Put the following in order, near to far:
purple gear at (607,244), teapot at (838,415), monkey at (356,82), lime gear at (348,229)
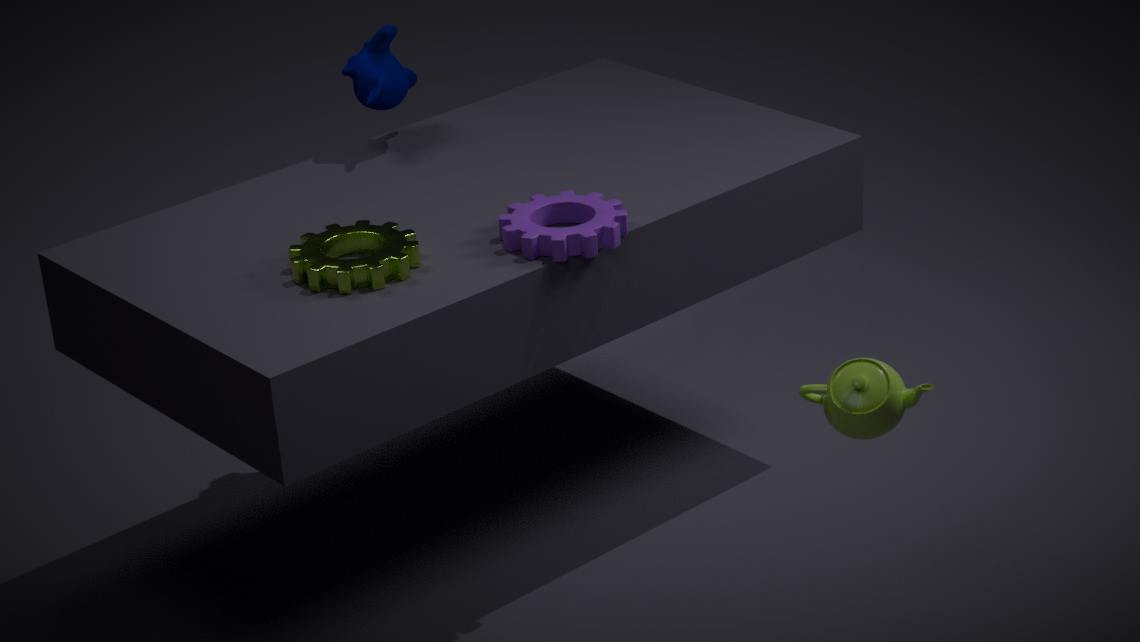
teapot at (838,415), lime gear at (348,229), purple gear at (607,244), monkey at (356,82)
